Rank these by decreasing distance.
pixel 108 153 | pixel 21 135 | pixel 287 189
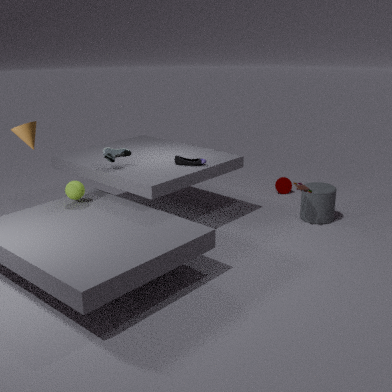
pixel 287 189, pixel 108 153, pixel 21 135
